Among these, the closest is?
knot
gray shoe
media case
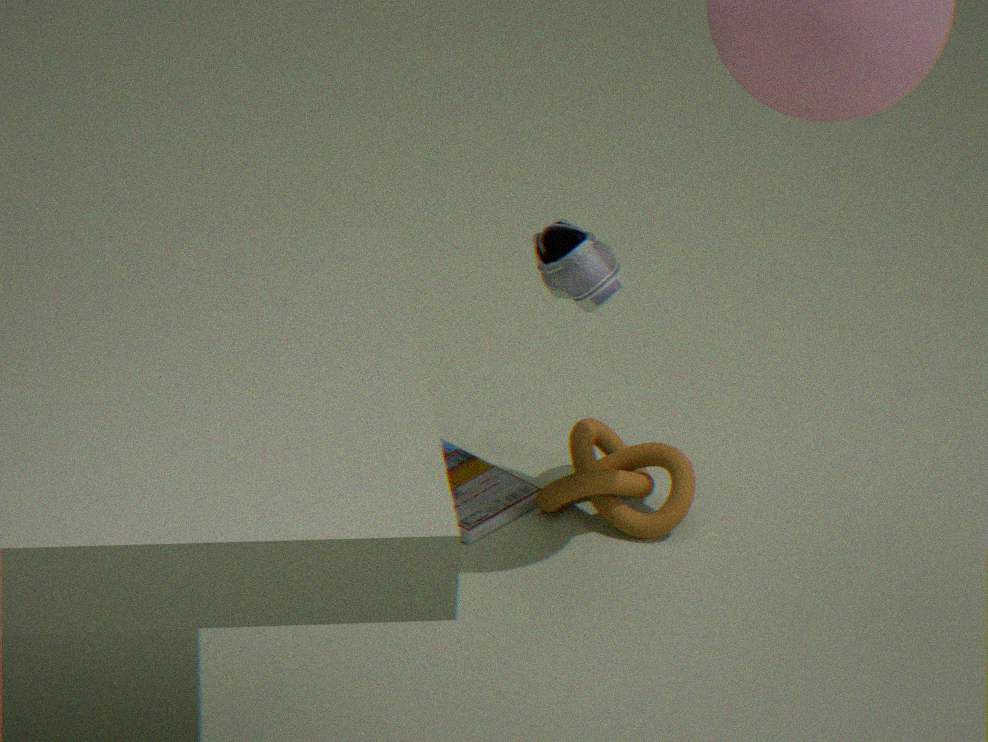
gray shoe
